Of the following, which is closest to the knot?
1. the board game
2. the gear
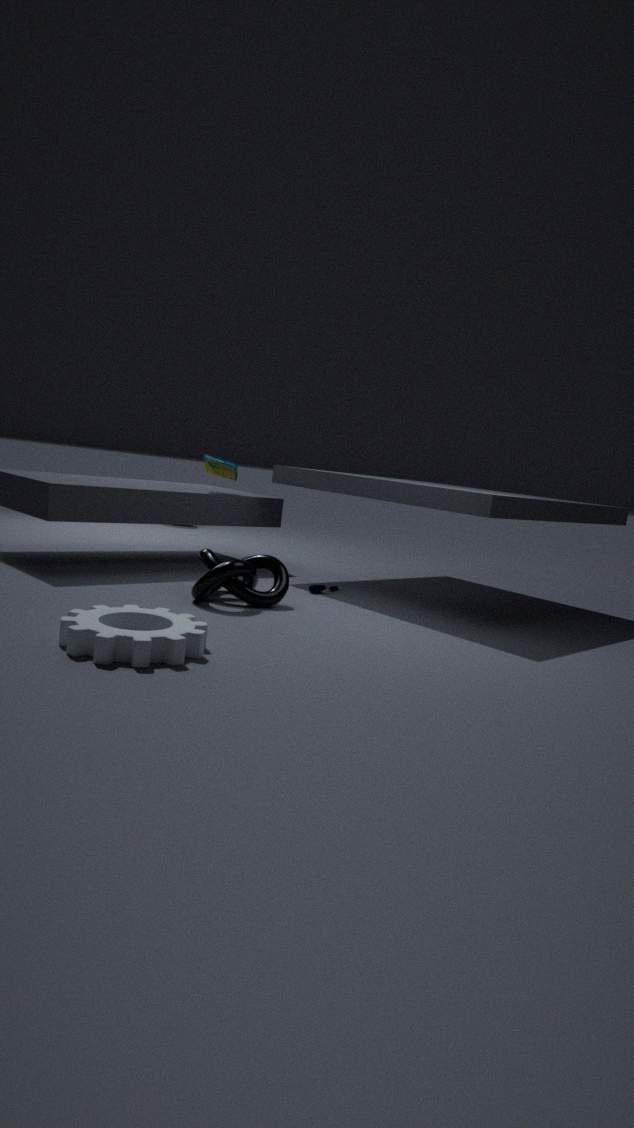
the gear
